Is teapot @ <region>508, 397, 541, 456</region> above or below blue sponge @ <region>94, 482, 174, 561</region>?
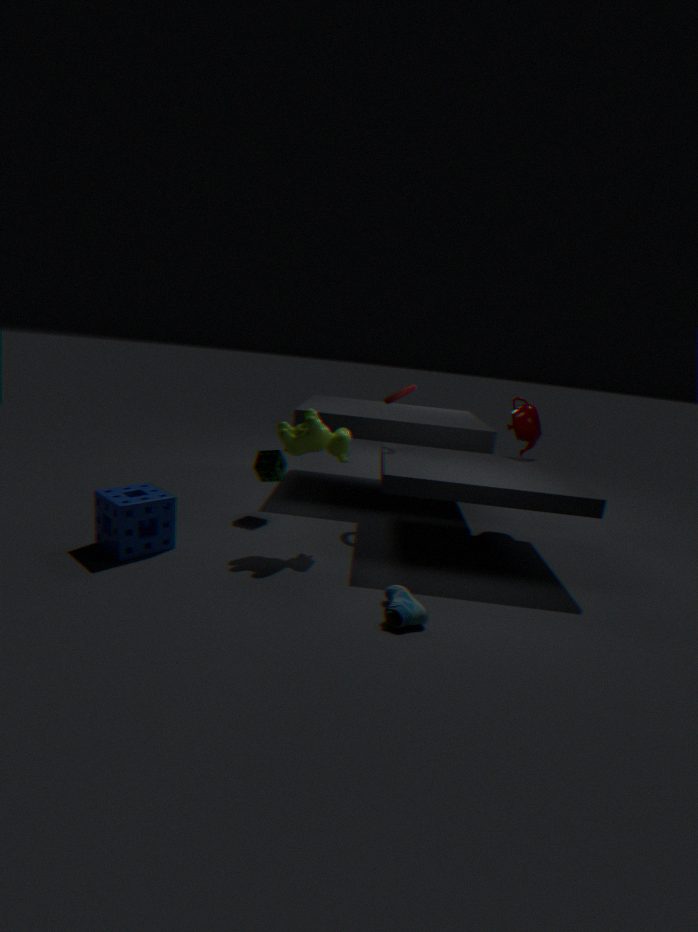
above
